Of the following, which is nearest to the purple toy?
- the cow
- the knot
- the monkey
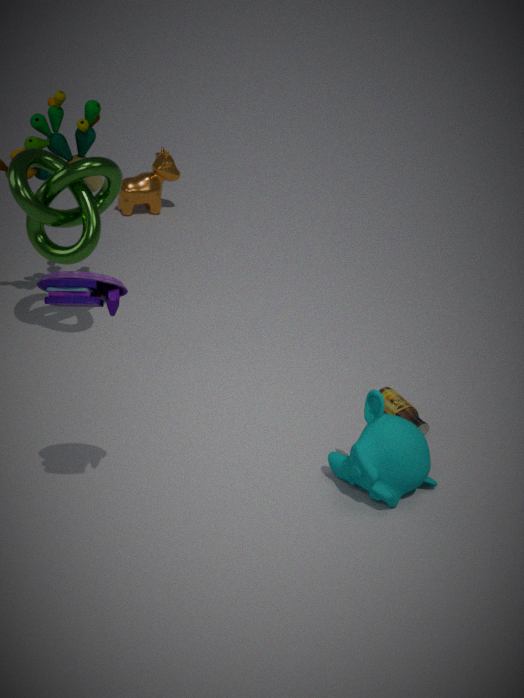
the monkey
